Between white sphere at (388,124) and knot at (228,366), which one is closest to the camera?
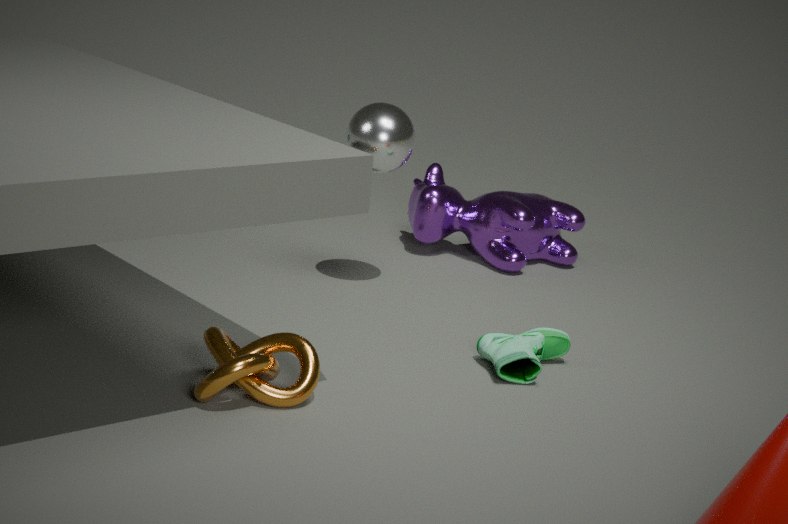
knot at (228,366)
